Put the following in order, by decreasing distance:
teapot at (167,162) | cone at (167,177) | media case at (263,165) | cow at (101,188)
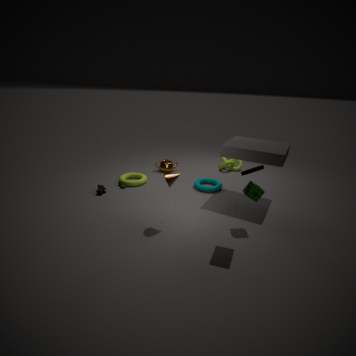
teapot at (167,162)
cow at (101,188)
cone at (167,177)
media case at (263,165)
